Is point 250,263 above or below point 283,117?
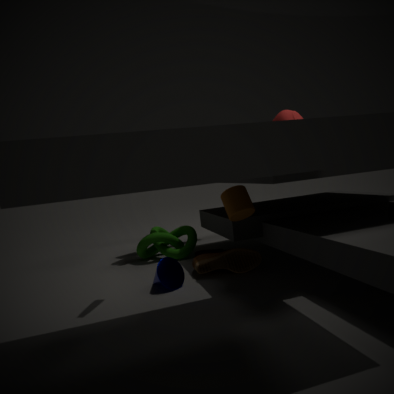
below
